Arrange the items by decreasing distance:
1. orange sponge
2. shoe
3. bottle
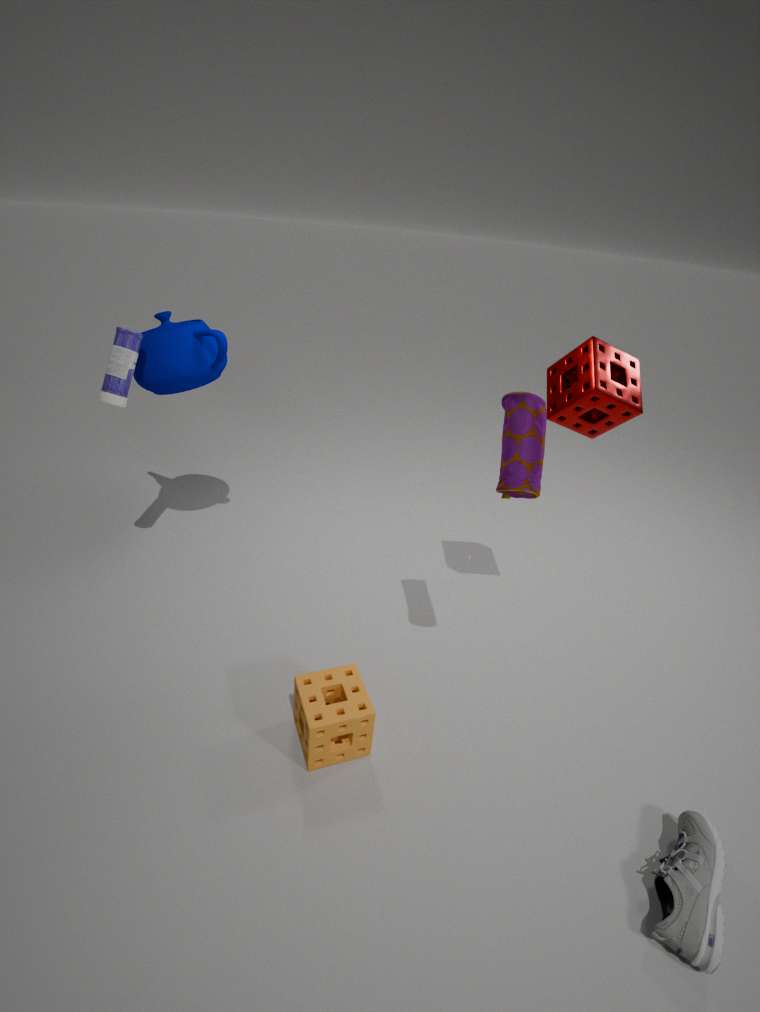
1. bottle
2. orange sponge
3. shoe
